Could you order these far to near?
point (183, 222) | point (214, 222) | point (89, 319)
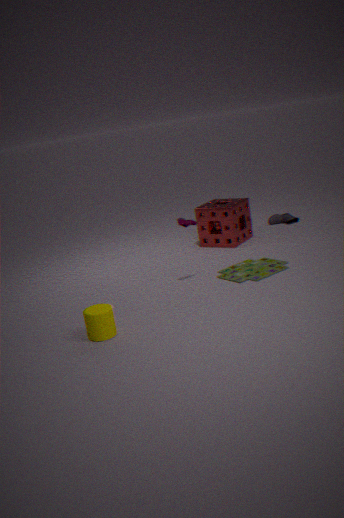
point (214, 222)
point (183, 222)
point (89, 319)
